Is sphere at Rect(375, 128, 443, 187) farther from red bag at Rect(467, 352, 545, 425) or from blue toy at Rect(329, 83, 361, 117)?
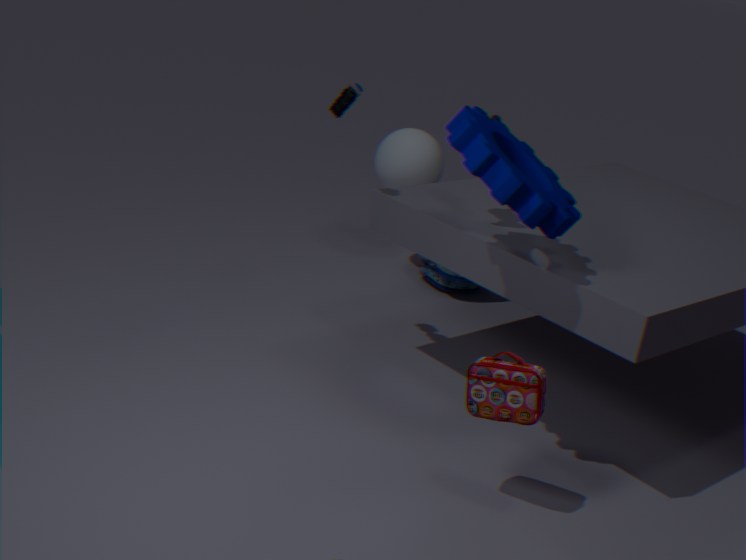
red bag at Rect(467, 352, 545, 425)
